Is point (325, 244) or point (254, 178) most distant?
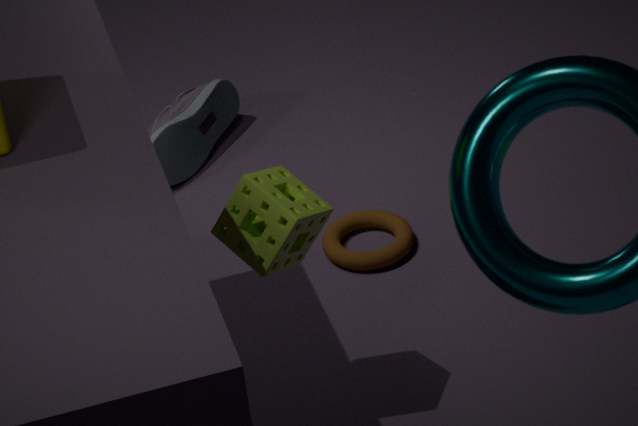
point (325, 244)
